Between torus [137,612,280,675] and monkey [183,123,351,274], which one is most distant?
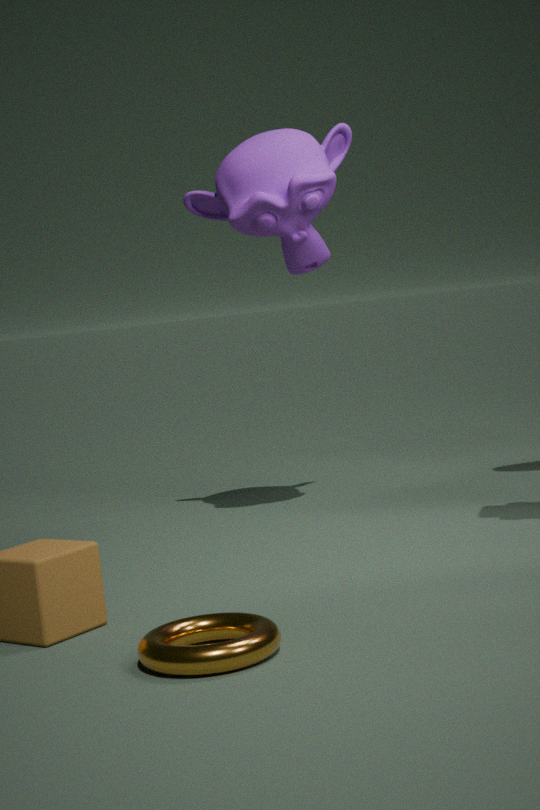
monkey [183,123,351,274]
